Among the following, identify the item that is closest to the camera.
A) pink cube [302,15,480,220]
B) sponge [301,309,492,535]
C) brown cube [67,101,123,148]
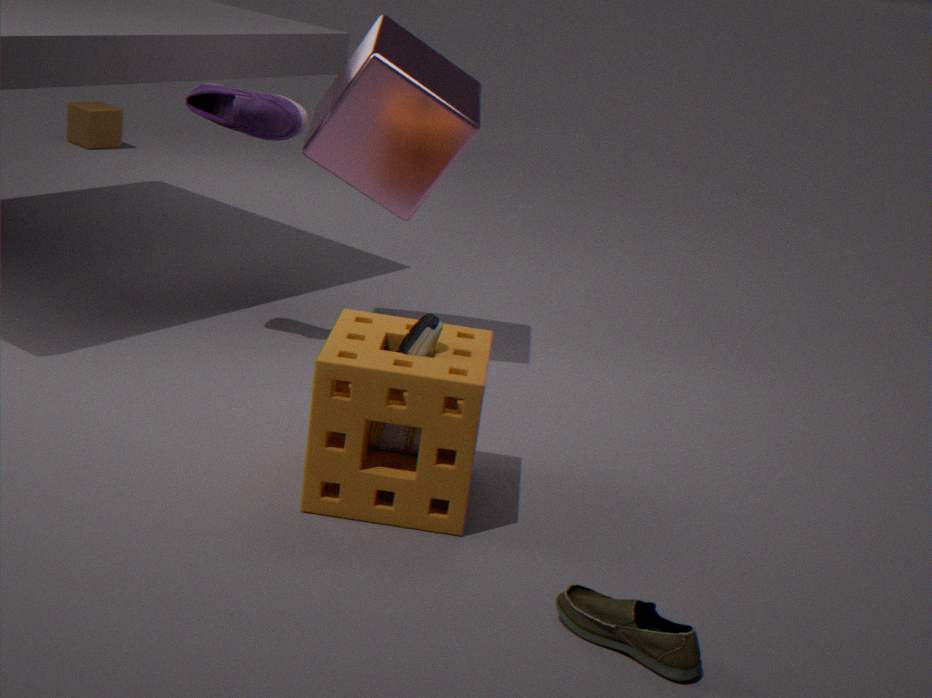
sponge [301,309,492,535]
